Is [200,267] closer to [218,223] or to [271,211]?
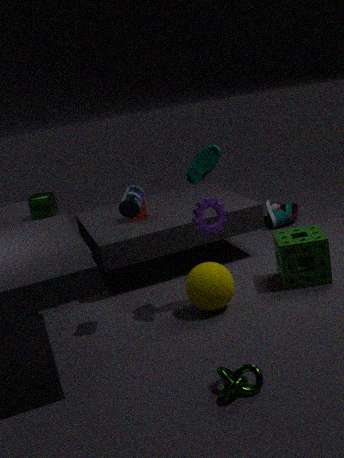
[218,223]
